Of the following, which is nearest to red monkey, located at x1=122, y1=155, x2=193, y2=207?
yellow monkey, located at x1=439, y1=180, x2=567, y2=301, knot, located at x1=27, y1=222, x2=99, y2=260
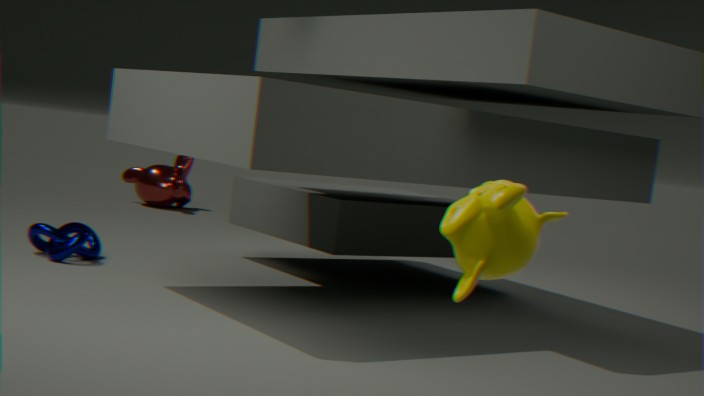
knot, located at x1=27, y1=222, x2=99, y2=260
